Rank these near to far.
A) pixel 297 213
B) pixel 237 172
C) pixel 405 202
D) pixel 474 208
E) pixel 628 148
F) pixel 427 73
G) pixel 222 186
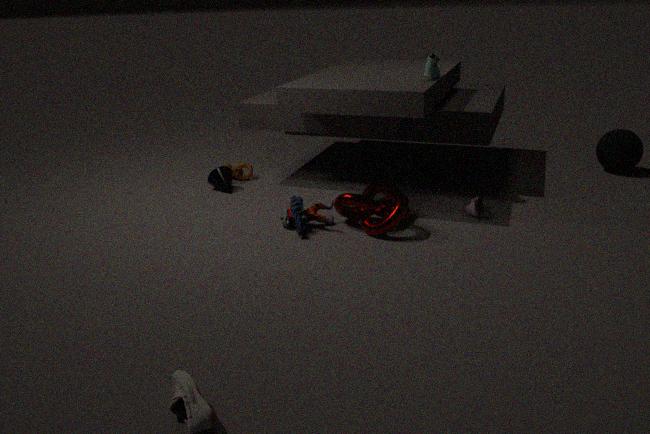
1. C. pixel 405 202
2. A. pixel 297 213
3. D. pixel 474 208
4. F. pixel 427 73
5. G. pixel 222 186
6. E. pixel 628 148
7. B. pixel 237 172
